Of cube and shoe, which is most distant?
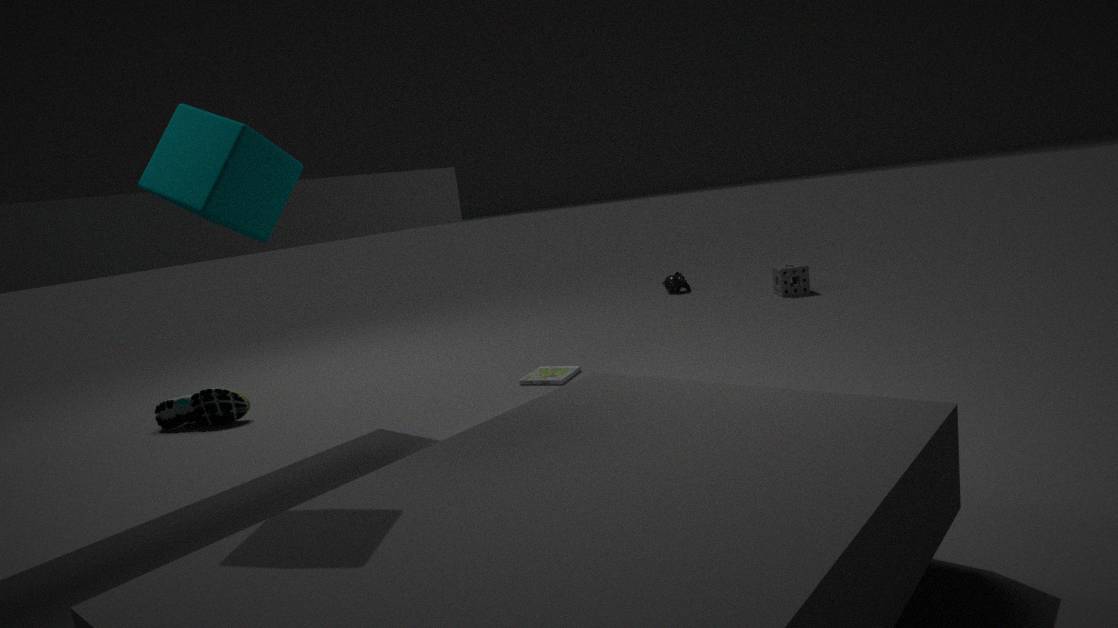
shoe
